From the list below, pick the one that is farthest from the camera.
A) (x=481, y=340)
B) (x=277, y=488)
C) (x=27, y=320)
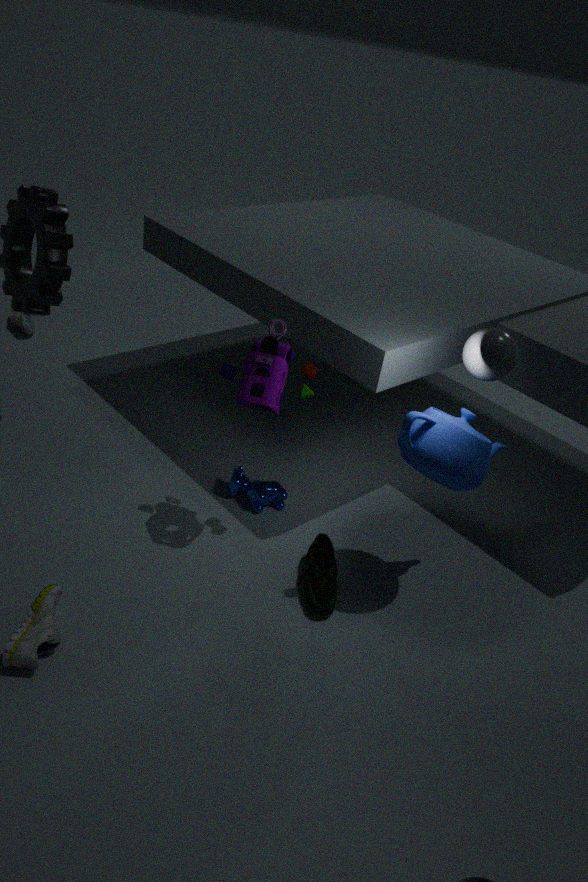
(x=27, y=320)
